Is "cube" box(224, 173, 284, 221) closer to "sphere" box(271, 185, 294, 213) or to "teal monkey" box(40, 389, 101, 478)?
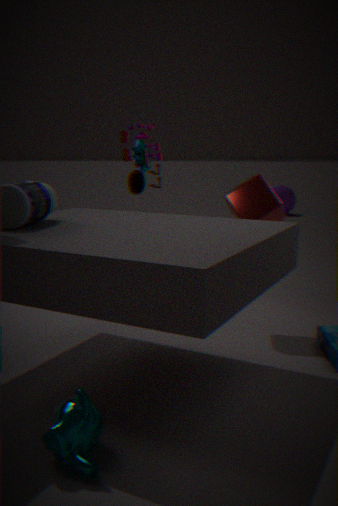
"teal monkey" box(40, 389, 101, 478)
